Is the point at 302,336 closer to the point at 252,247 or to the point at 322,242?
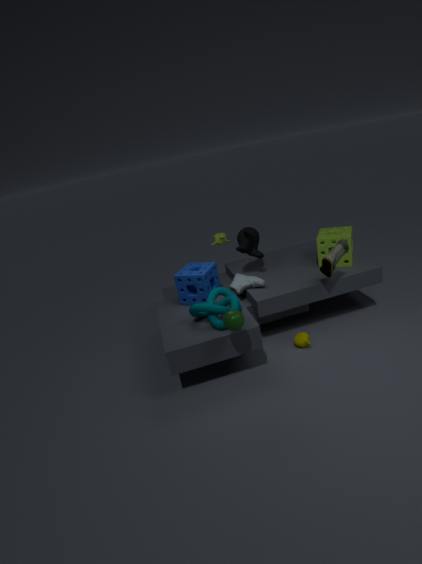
the point at 322,242
